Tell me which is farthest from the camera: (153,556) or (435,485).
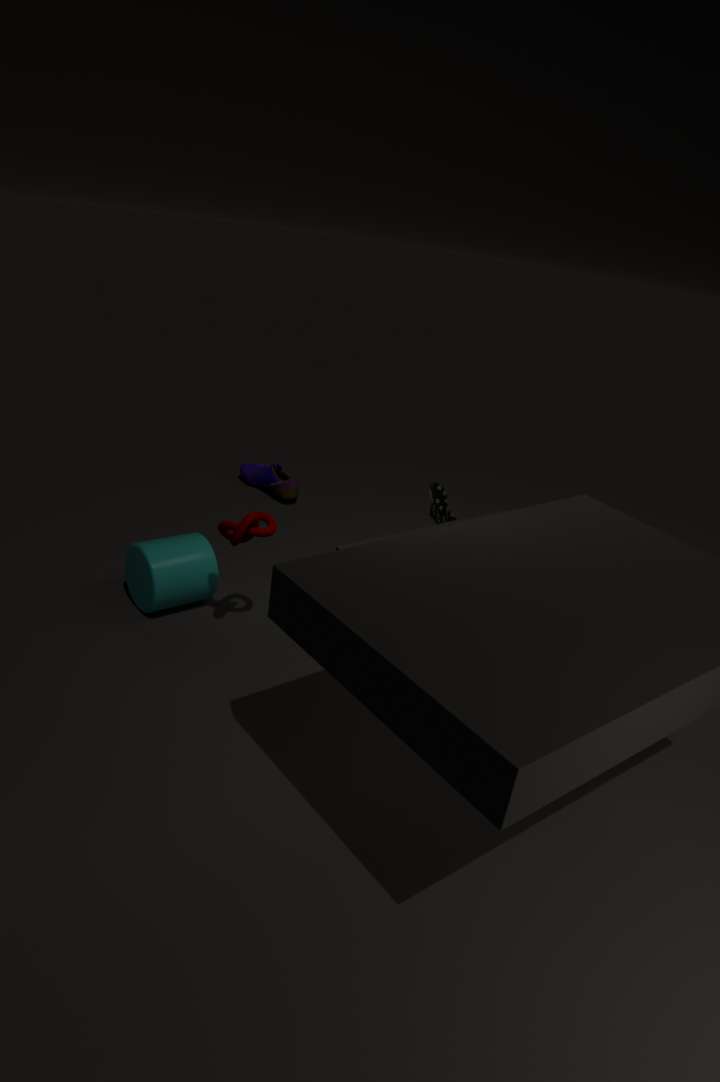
(435,485)
